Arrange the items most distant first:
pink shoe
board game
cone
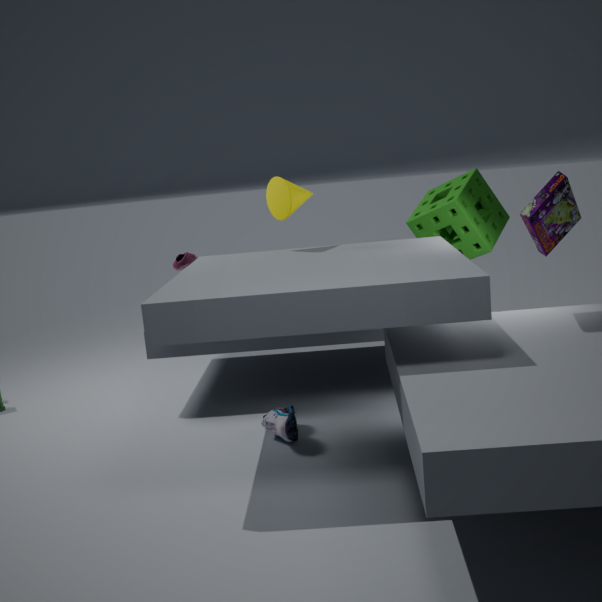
pink shoe, cone, board game
